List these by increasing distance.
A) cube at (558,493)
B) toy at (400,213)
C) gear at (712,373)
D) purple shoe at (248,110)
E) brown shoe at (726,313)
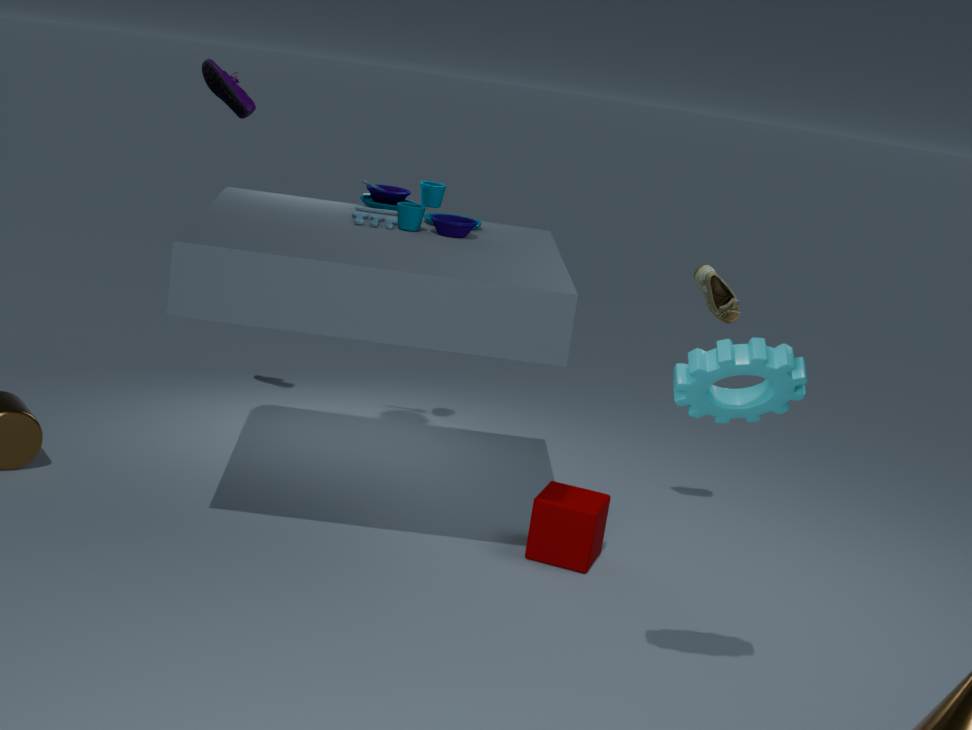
gear at (712,373) → cube at (558,493) → toy at (400,213) → brown shoe at (726,313) → purple shoe at (248,110)
